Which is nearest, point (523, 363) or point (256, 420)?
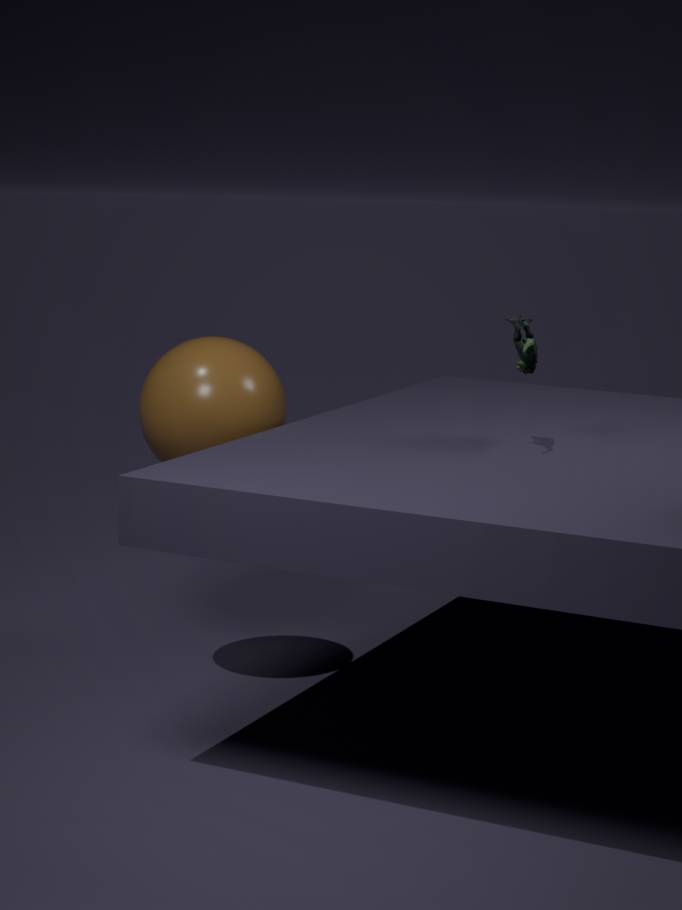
point (523, 363)
